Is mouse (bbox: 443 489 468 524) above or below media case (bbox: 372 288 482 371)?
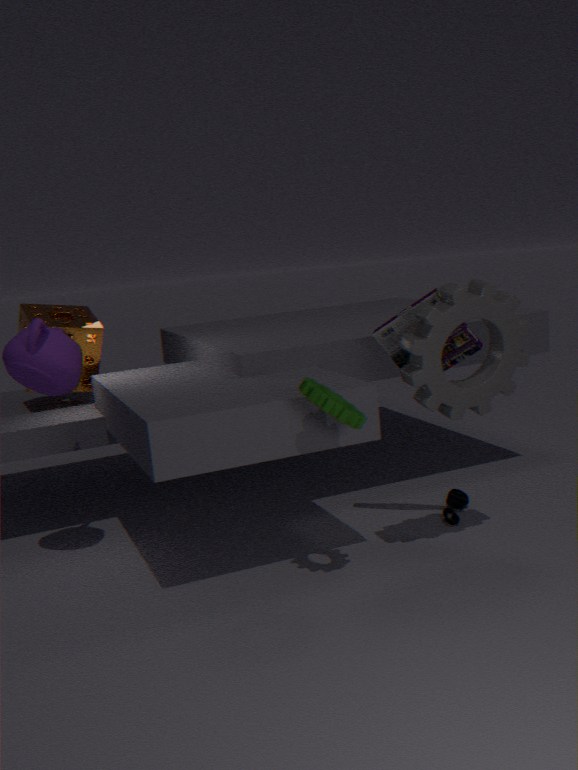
below
